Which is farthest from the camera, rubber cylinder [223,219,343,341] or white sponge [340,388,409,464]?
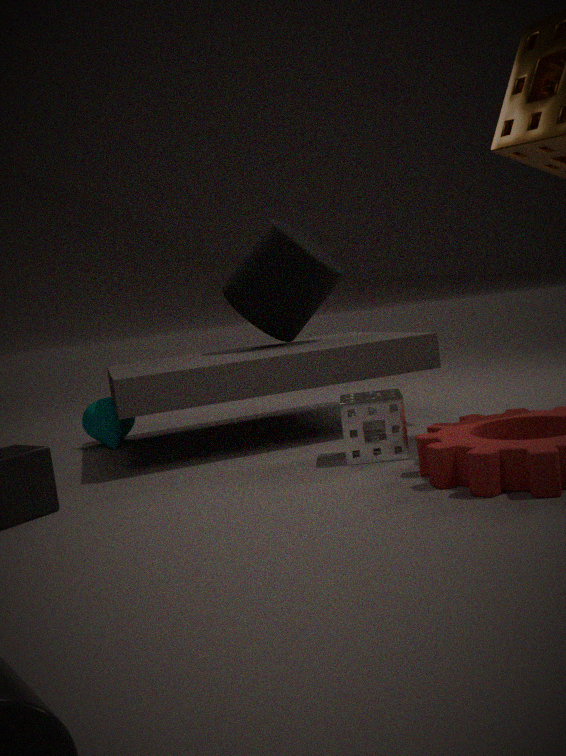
rubber cylinder [223,219,343,341]
